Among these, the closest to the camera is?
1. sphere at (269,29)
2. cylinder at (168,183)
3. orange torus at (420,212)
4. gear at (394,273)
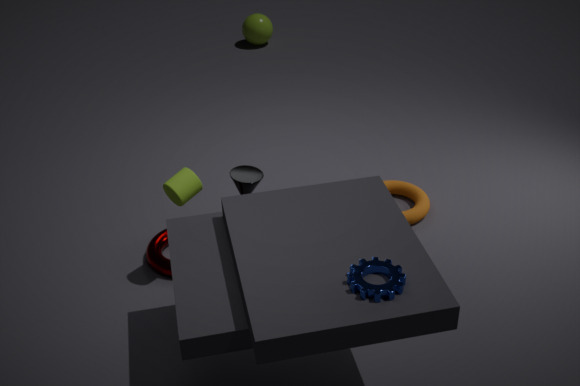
gear at (394,273)
